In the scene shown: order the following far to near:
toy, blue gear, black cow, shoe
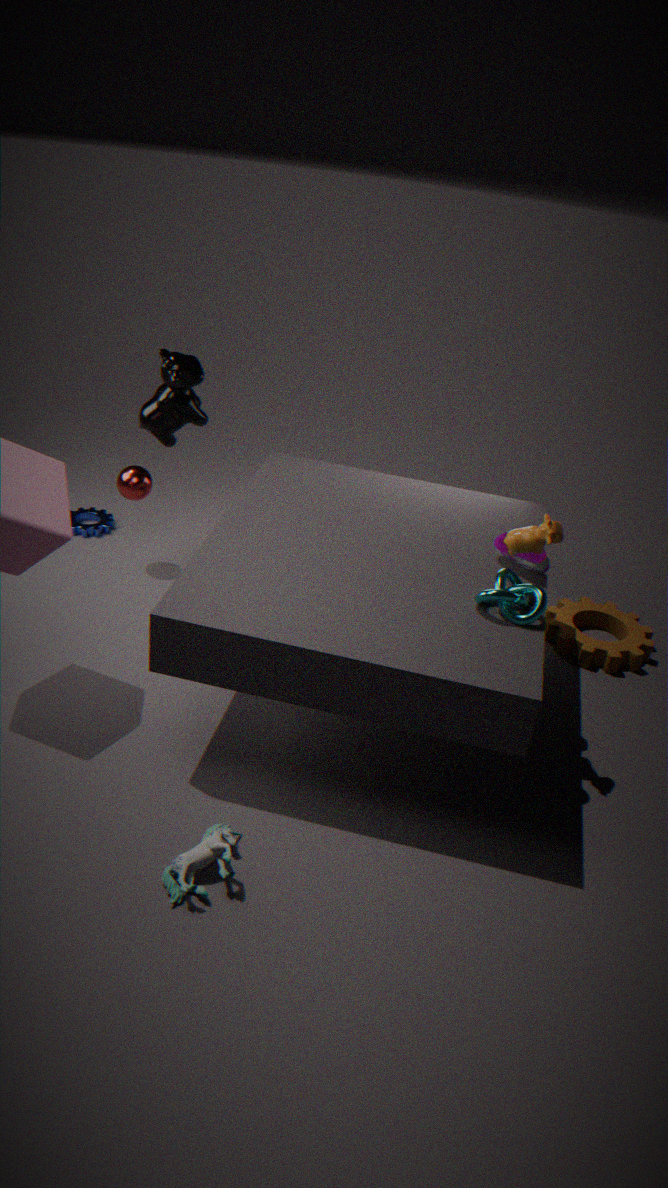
blue gear → black cow → shoe → toy
